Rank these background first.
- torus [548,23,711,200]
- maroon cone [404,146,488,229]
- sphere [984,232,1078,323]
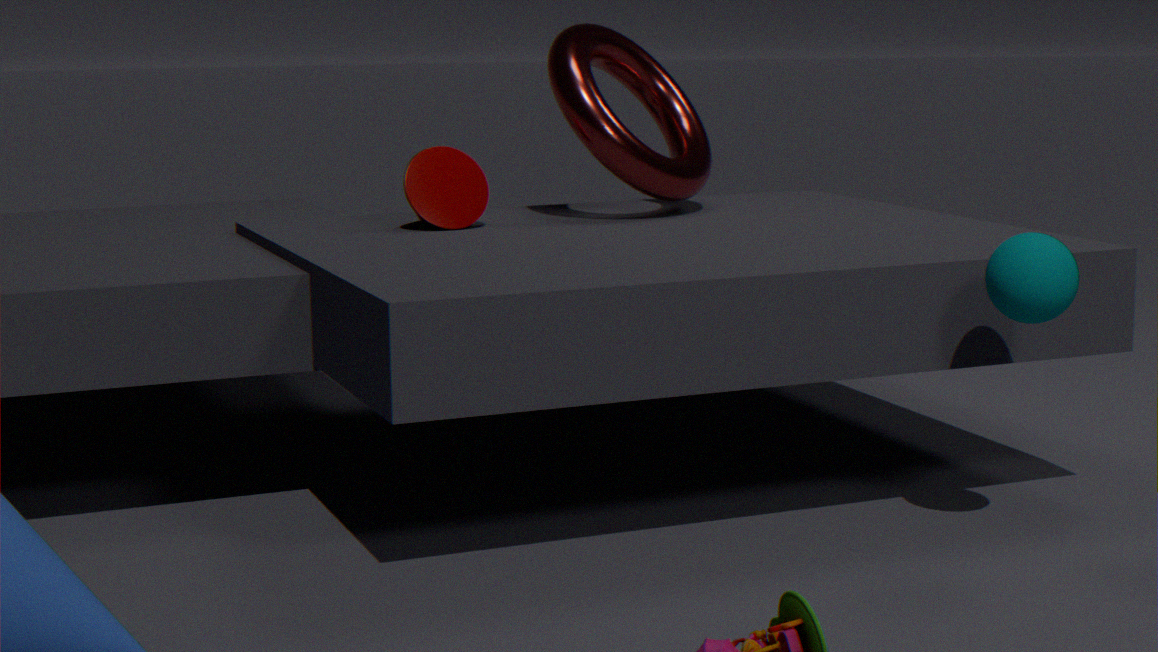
torus [548,23,711,200], maroon cone [404,146,488,229], sphere [984,232,1078,323]
